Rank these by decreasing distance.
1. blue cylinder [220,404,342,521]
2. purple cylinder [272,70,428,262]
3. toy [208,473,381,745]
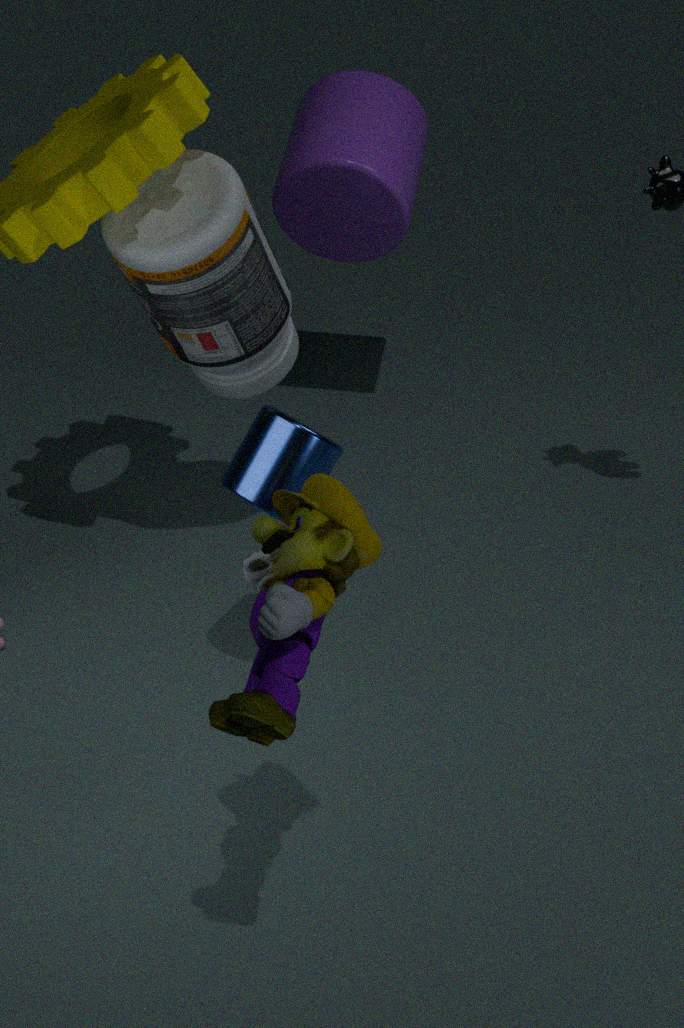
purple cylinder [272,70,428,262] → blue cylinder [220,404,342,521] → toy [208,473,381,745]
